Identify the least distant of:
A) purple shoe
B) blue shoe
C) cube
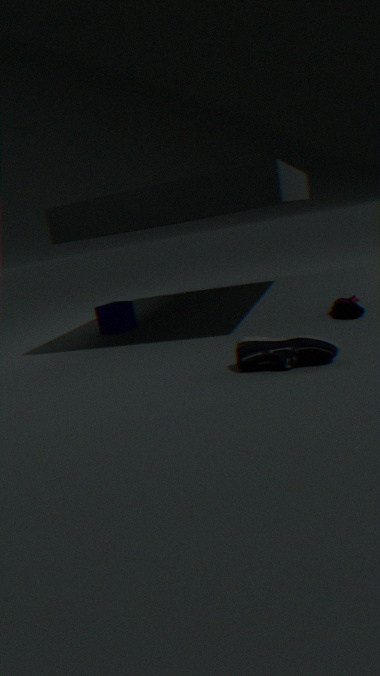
blue shoe
